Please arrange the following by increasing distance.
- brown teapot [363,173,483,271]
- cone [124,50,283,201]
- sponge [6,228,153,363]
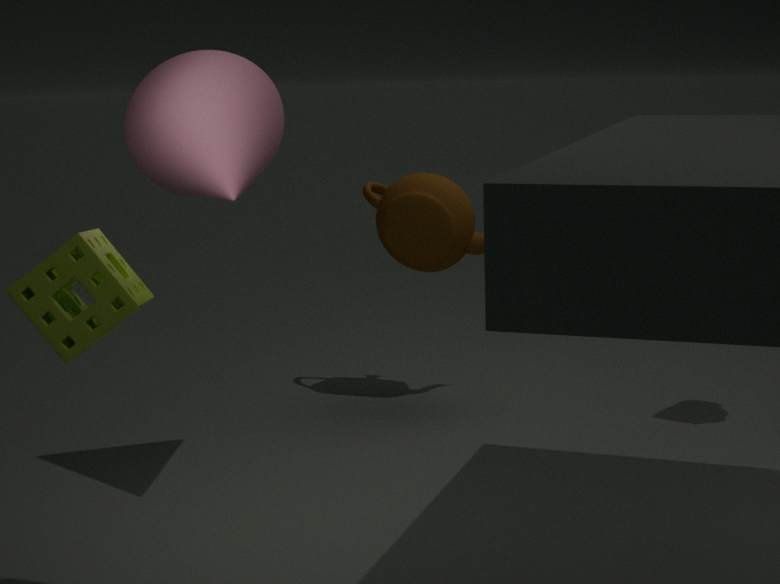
1. sponge [6,228,153,363]
2. cone [124,50,283,201]
3. brown teapot [363,173,483,271]
